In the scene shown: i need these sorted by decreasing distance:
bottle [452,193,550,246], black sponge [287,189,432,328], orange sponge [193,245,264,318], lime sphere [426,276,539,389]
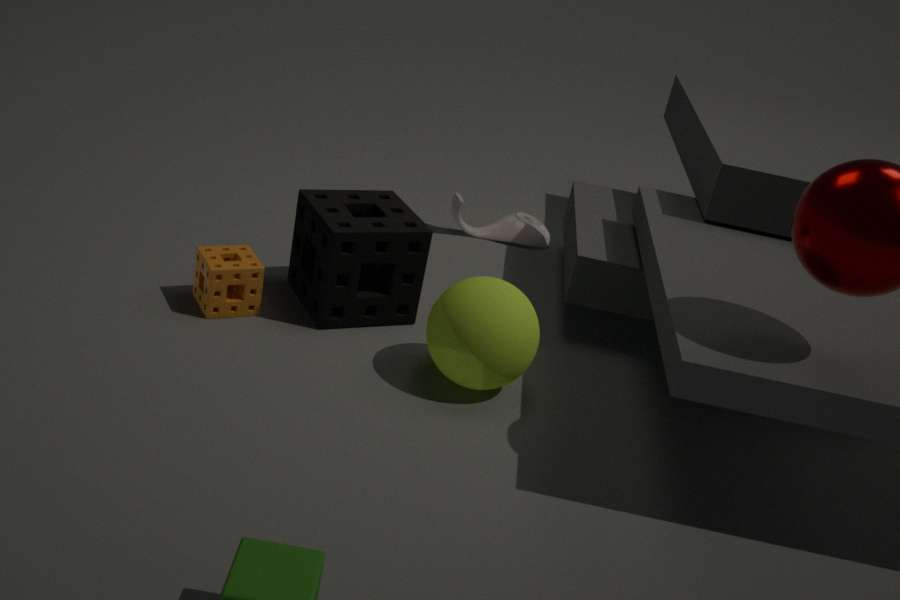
bottle [452,193,550,246]
black sponge [287,189,432,328]
orange sponge [193,245,264,318]
lime sphere [426,276,539,389]
